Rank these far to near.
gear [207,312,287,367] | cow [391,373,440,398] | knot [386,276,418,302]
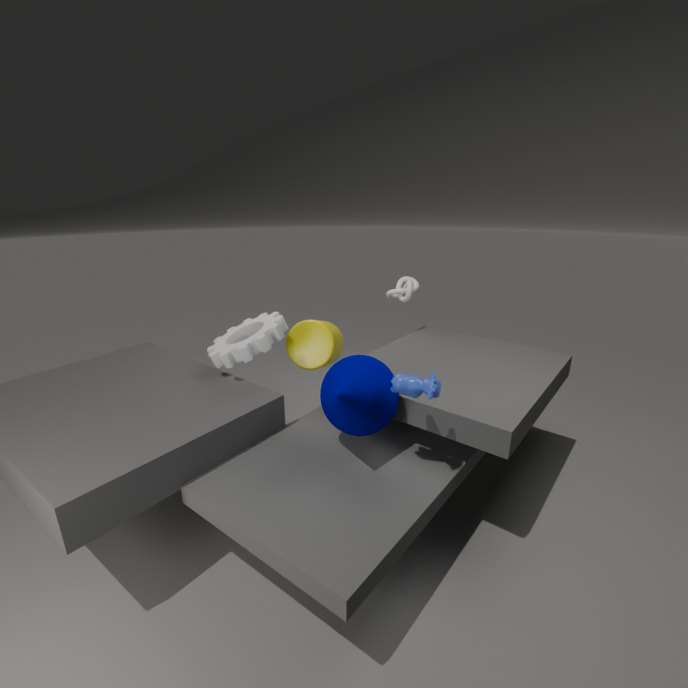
knot [386,276,418,302] < gear [207,312,287,367] < cow [391,373,440,398]
